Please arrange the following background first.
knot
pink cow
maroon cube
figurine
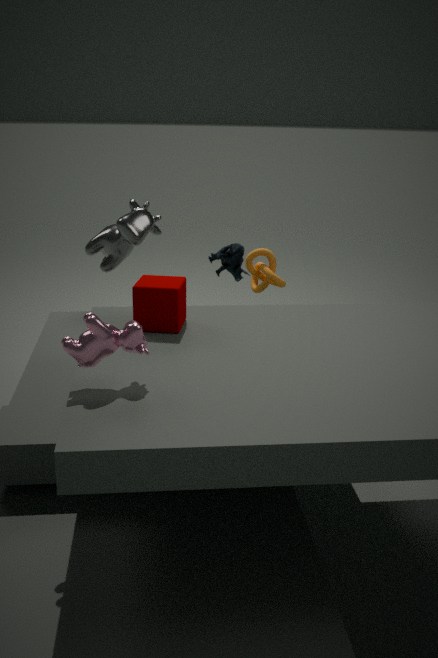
1. knot
2. figurine
3. maroon cube
4. pink cow
